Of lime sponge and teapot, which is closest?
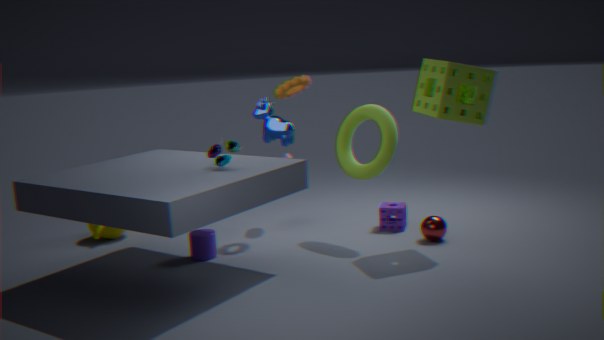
lime sponge
